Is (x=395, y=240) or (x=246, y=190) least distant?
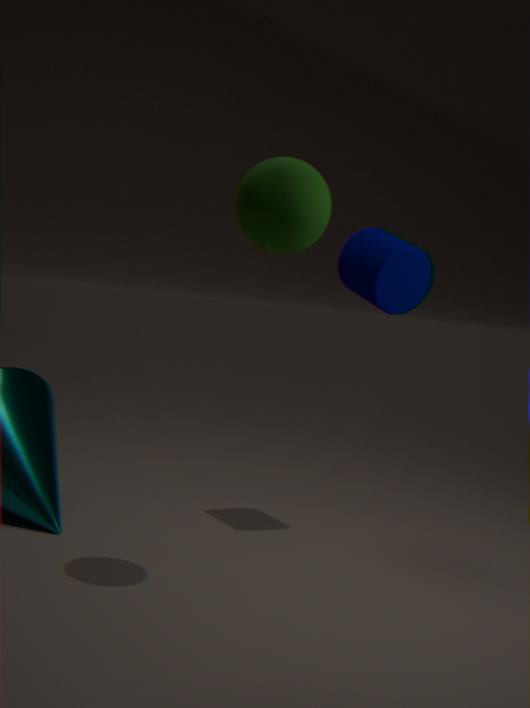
(x=246, y=190)
